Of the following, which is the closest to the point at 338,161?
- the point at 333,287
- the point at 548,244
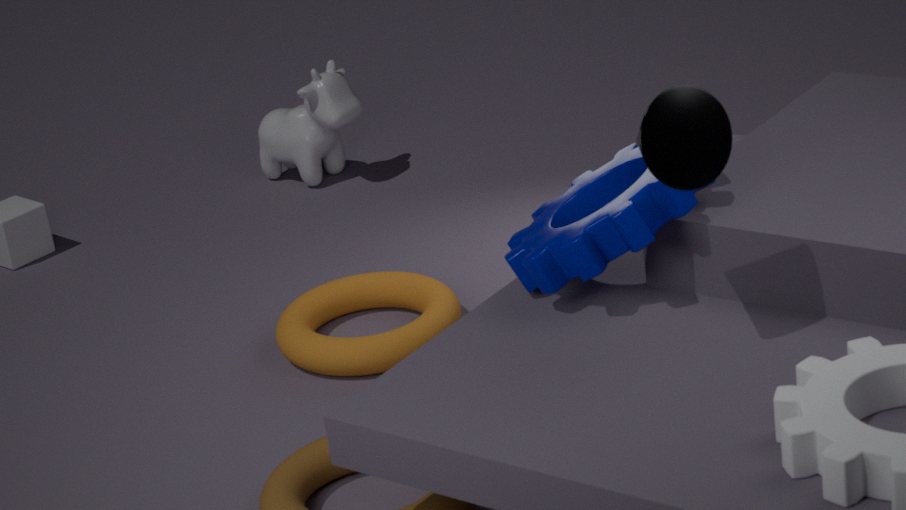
the point at 333,287
